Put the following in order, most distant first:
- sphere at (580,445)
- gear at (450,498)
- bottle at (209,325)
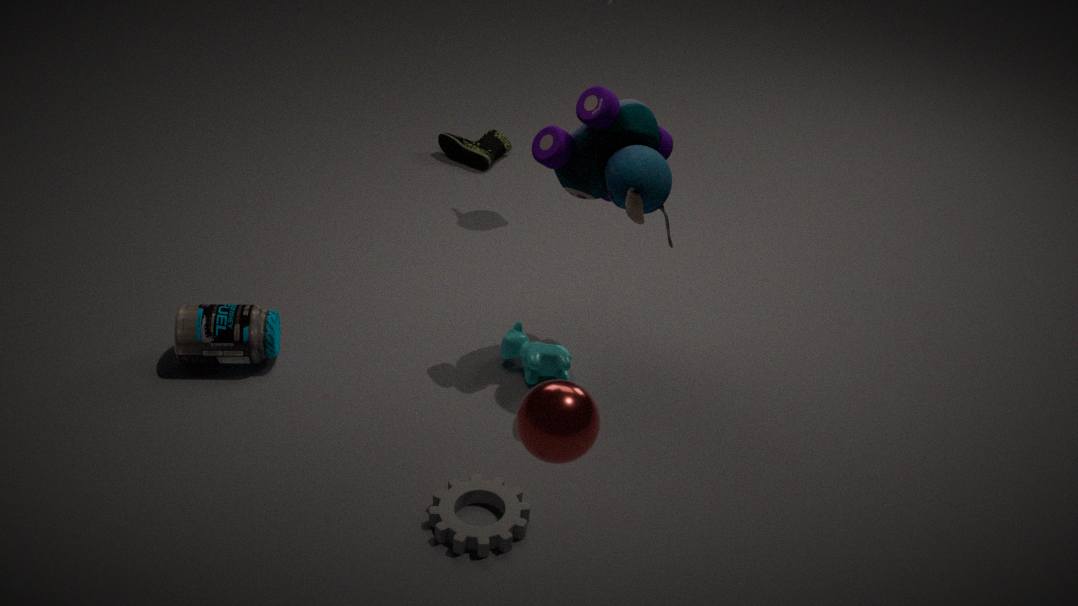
bottle at (209,325), gear at (450,498), sphere at (580,445)
